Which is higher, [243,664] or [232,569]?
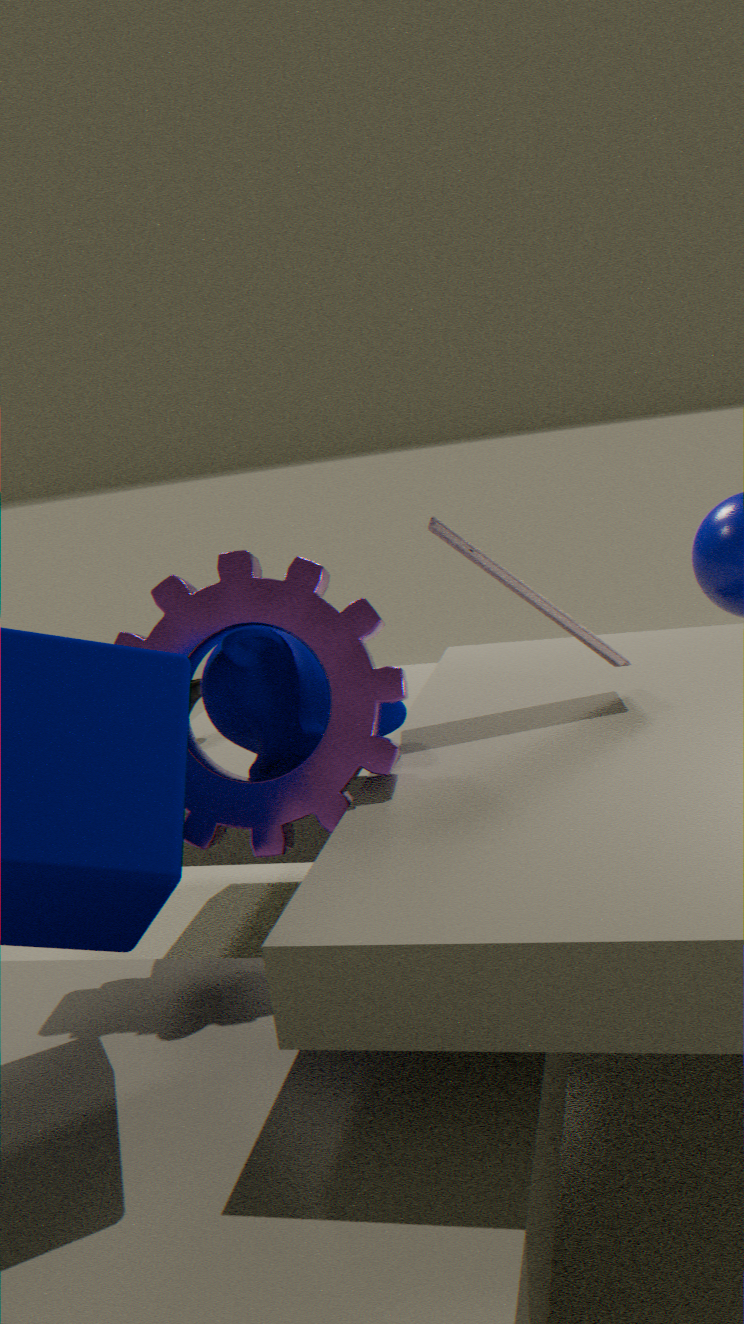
[232,569]
